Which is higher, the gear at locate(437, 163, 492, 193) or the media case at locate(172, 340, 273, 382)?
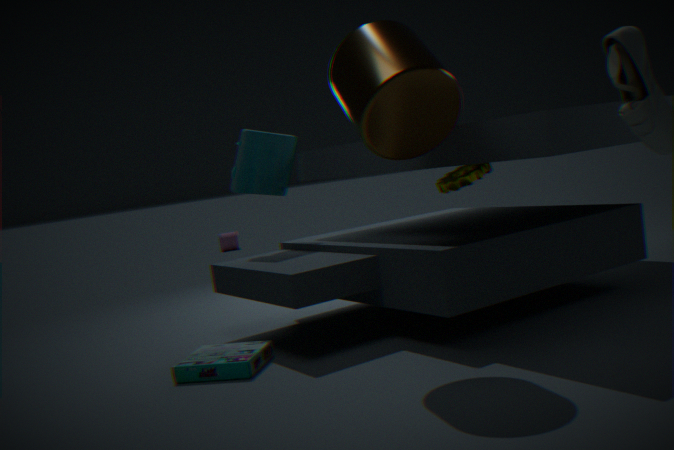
the gear at locate(437, 163, 492, 193)
